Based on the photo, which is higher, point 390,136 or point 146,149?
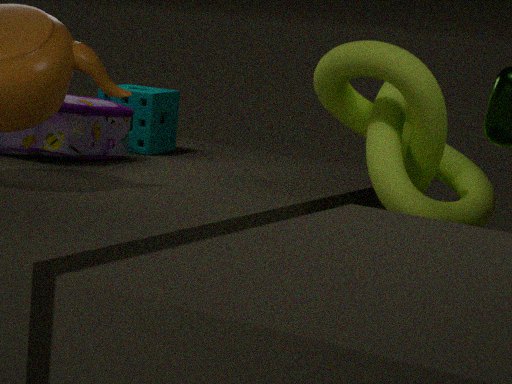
point 390,136
